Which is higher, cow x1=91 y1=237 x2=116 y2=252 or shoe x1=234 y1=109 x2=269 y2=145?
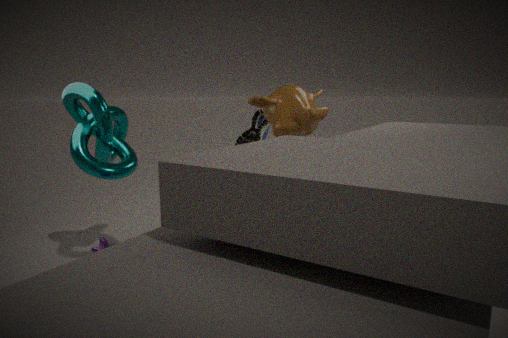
shoe x1=234 y1=109 x2=269 y2=145
